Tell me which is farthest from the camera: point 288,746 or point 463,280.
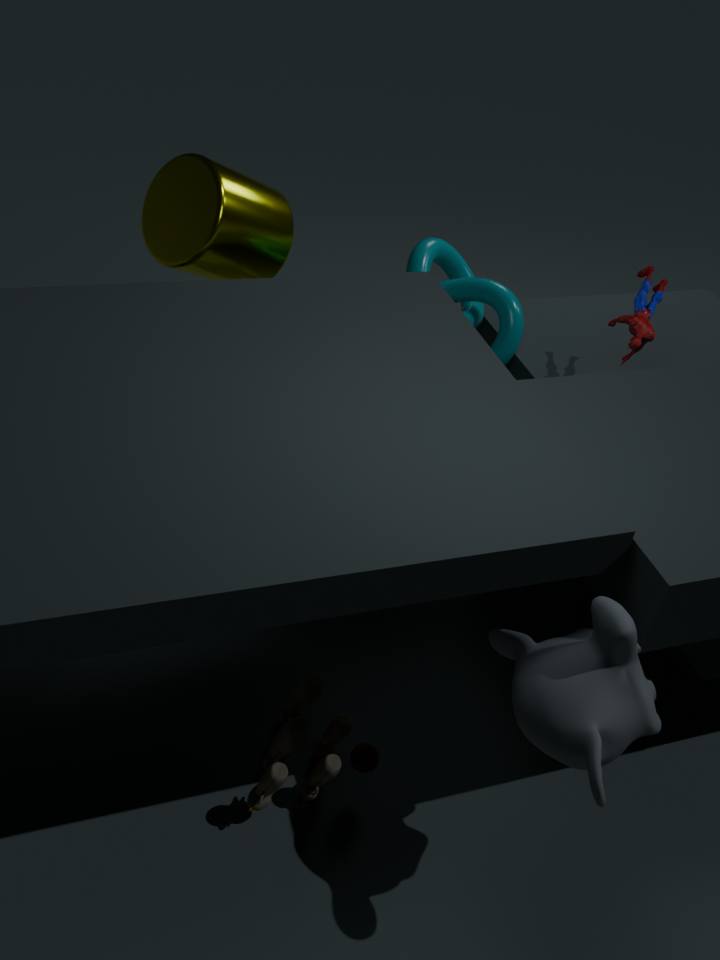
point 463,280
